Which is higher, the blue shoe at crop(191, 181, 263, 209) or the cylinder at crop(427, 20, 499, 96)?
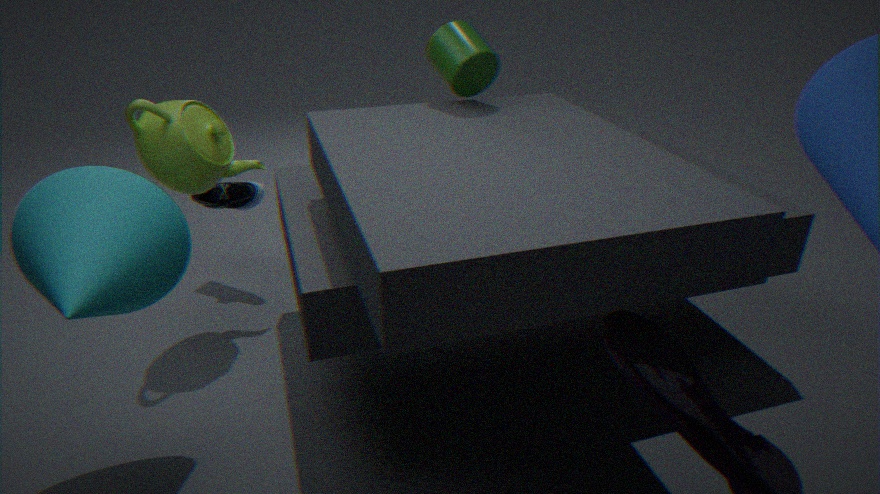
the cylinder at crop(427, 20, 499, 96)
